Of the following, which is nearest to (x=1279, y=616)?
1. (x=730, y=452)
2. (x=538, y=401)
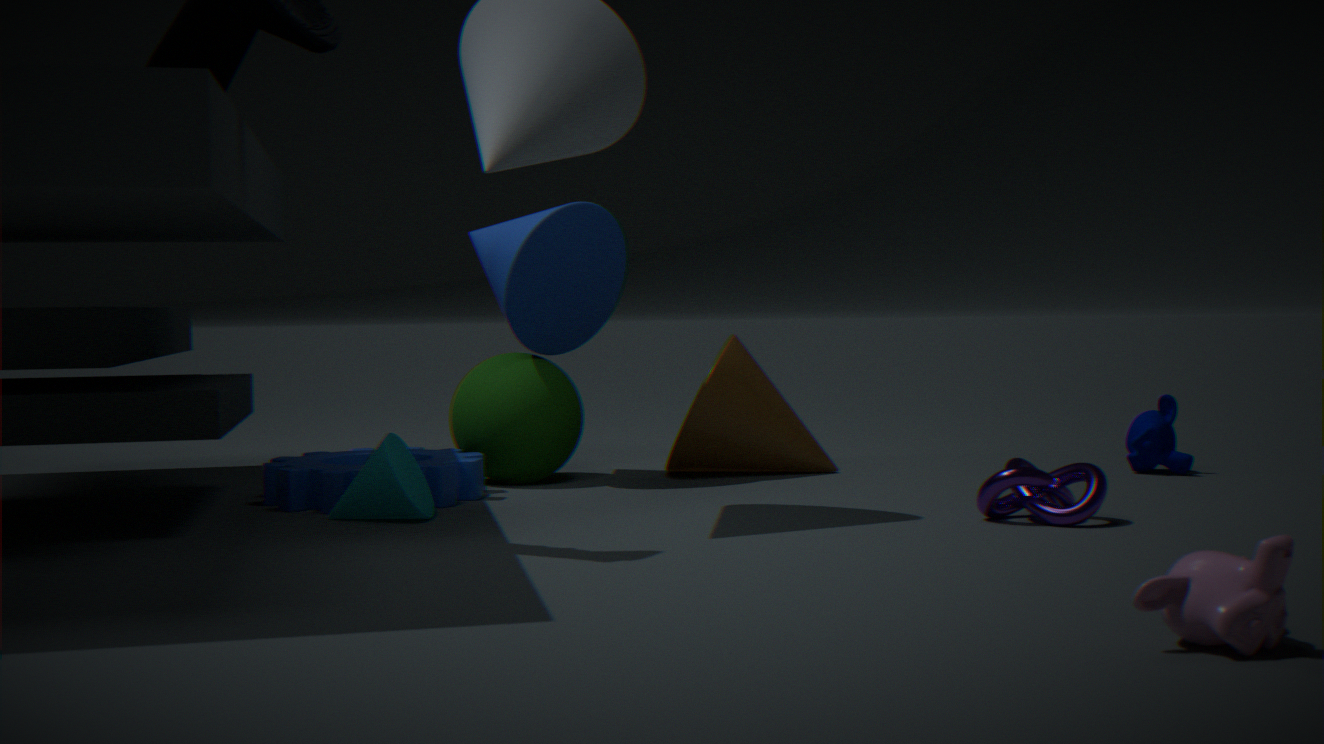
(x=730, y=452)
